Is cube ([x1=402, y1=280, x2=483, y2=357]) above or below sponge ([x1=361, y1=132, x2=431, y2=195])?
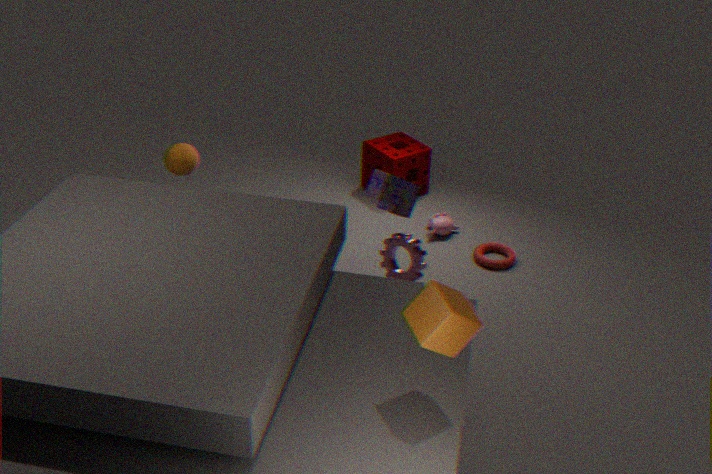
above
